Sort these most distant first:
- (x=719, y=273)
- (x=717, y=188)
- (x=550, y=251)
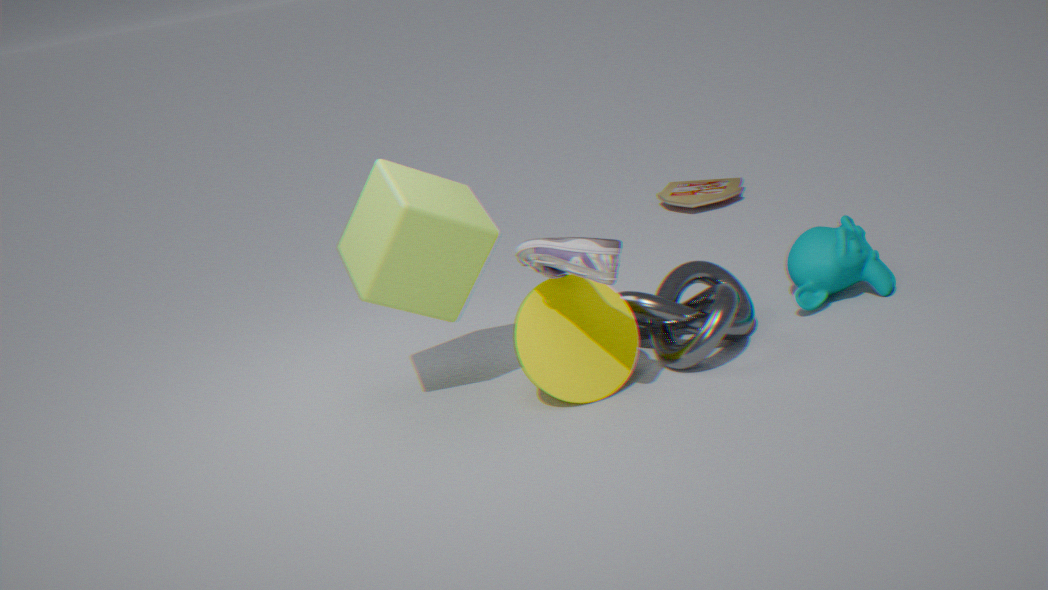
(x=717, y=188), (x=719, y=273), (x=550, y=251)
